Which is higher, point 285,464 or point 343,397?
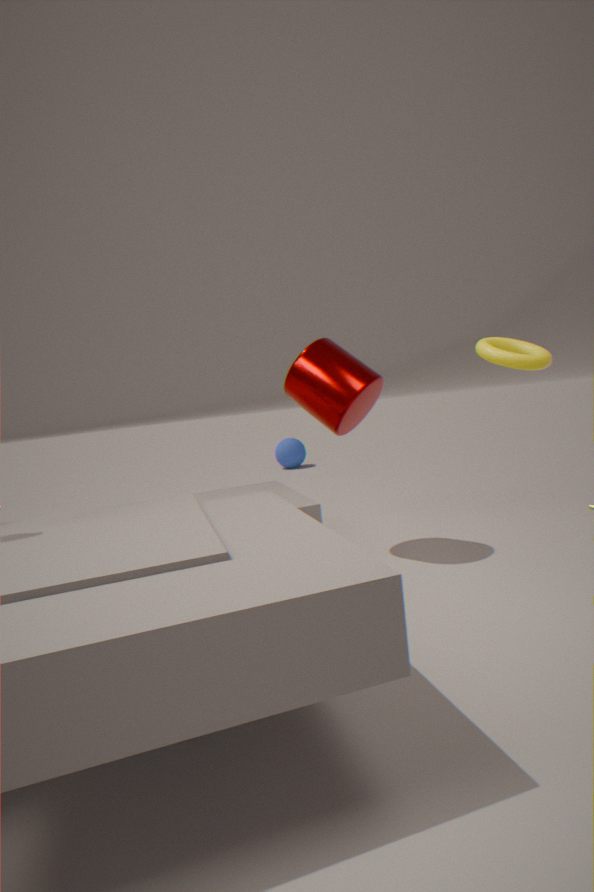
point 343,397
